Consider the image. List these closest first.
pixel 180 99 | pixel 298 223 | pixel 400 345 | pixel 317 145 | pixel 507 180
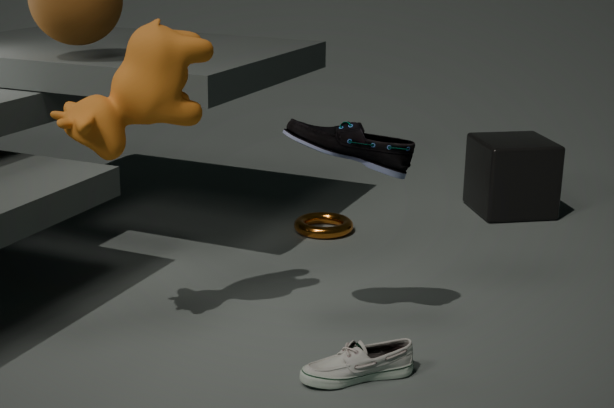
pixel 180 99, pixel 317 145, pixel 400 345, pixel 298 223, pixel 507 180
